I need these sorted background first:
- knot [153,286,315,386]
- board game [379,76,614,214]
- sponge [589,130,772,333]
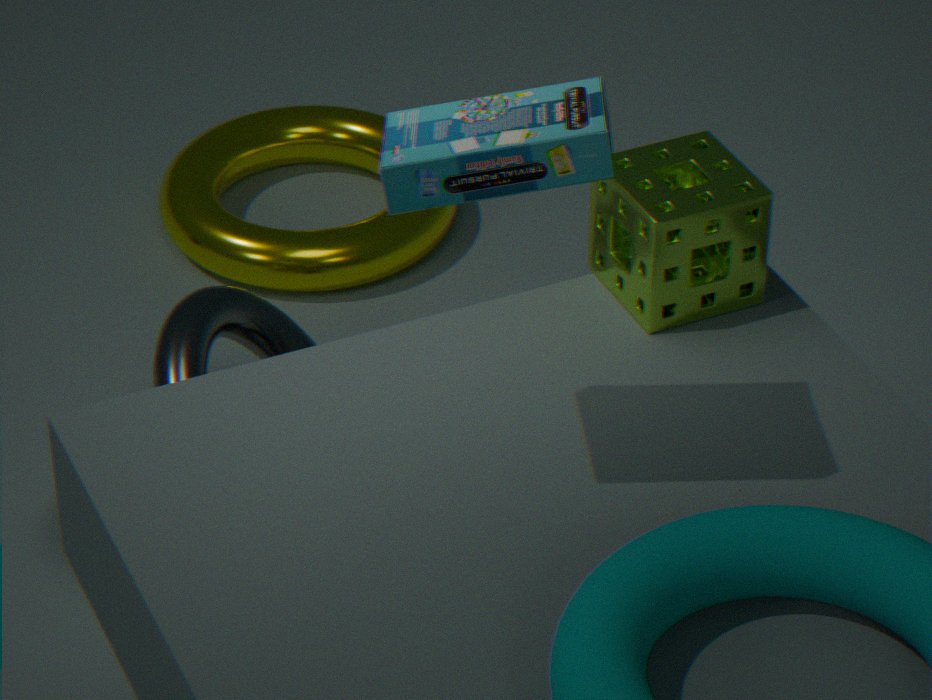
knot [153,286,315,386] → sponge [589,130,772,333] → board game [379,76,614,214]
